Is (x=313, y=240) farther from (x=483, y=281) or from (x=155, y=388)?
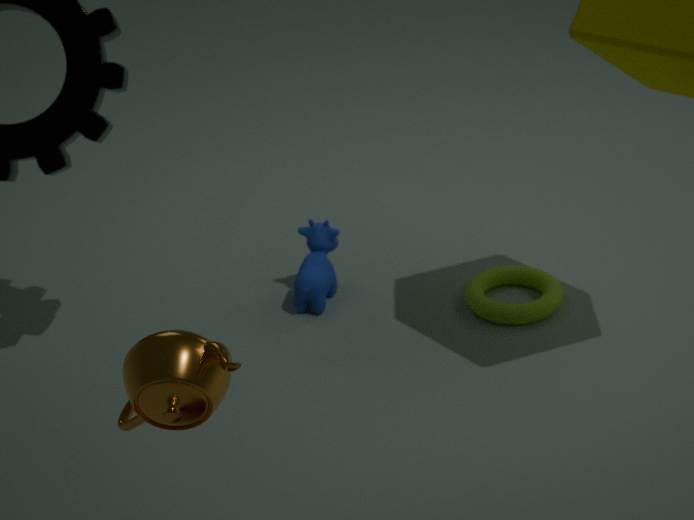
(x=155, y=388)
